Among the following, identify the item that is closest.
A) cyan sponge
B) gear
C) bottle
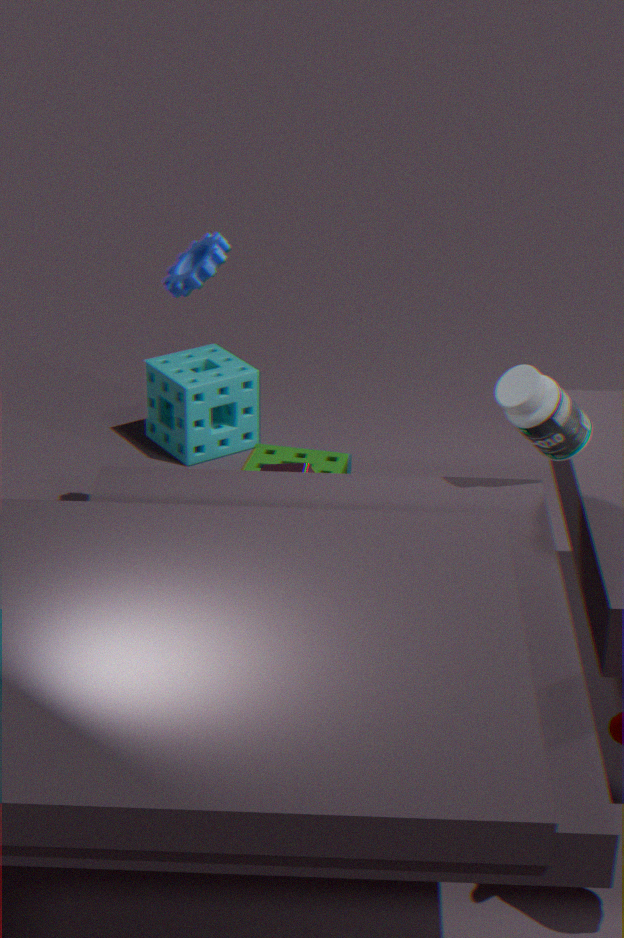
bottle
